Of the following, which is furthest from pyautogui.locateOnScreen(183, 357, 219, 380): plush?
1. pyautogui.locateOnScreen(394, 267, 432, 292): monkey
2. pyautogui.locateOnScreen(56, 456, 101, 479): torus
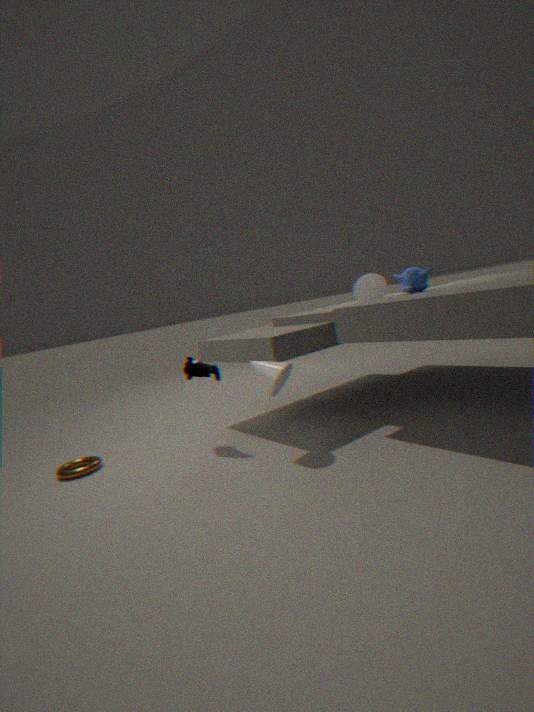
pyautogui.locateOnScreen(394, 267, 432, 292): monkey
